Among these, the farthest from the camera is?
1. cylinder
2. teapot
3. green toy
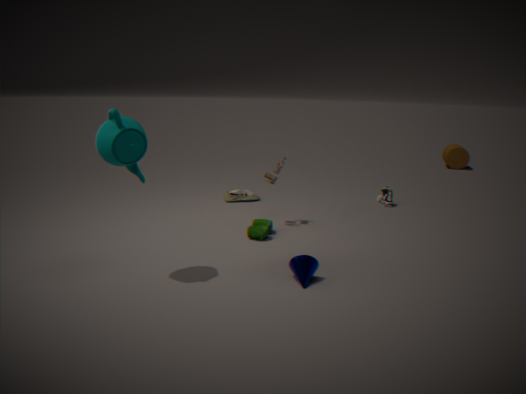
cylinder
